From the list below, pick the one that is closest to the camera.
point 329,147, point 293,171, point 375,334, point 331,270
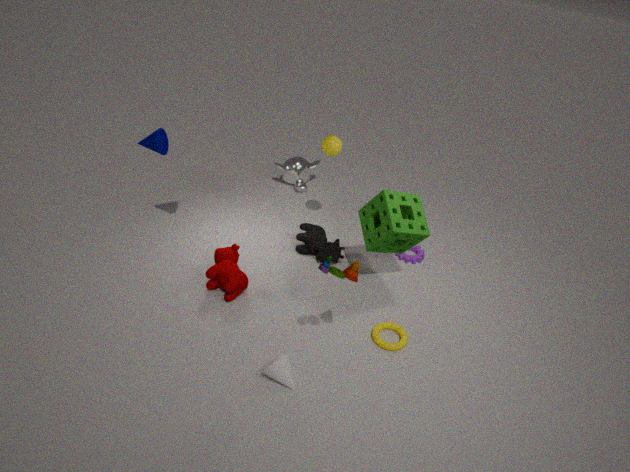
point 331,270
